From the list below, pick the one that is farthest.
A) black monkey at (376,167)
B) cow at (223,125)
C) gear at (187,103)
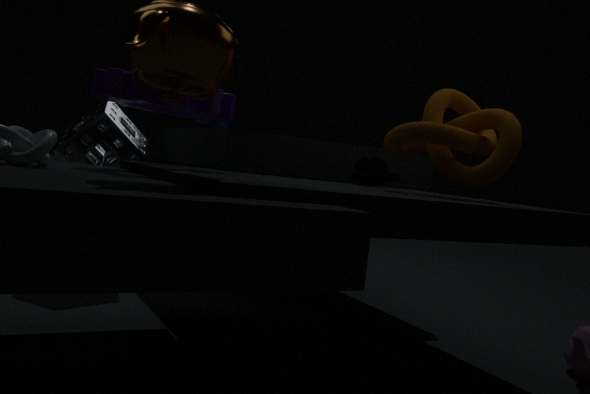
cow at (223,125)
